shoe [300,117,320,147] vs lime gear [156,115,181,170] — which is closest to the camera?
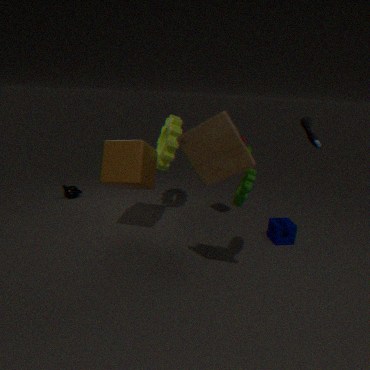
shoe [300,117,320,147]
